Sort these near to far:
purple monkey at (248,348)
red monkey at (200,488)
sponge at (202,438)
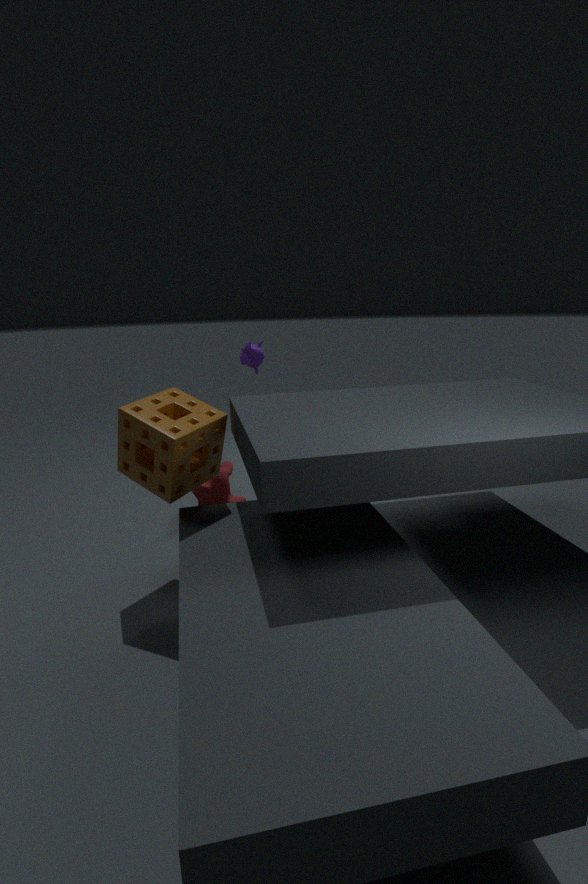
sponge at (202,438)
purple monkey at (248,348)
red monkey at (200,488)
